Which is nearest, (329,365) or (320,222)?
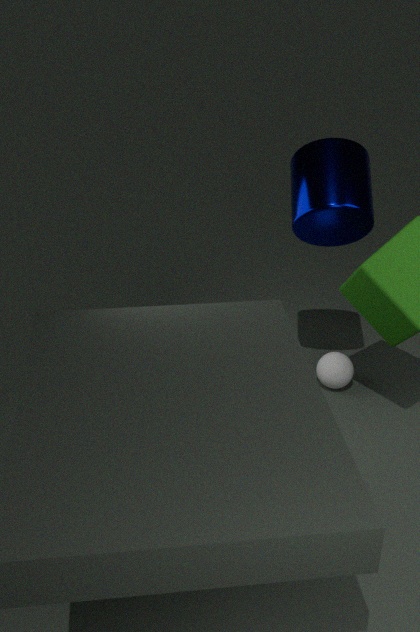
(320,222)
